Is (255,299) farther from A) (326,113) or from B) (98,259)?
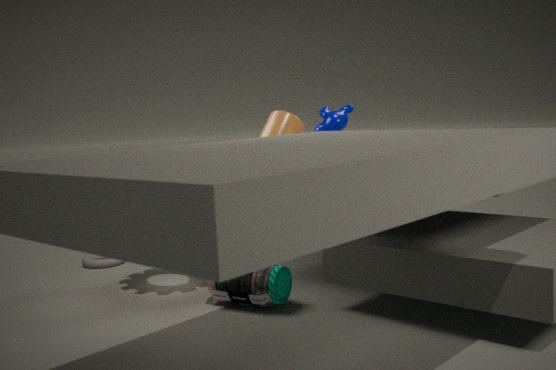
B) (98,259)
